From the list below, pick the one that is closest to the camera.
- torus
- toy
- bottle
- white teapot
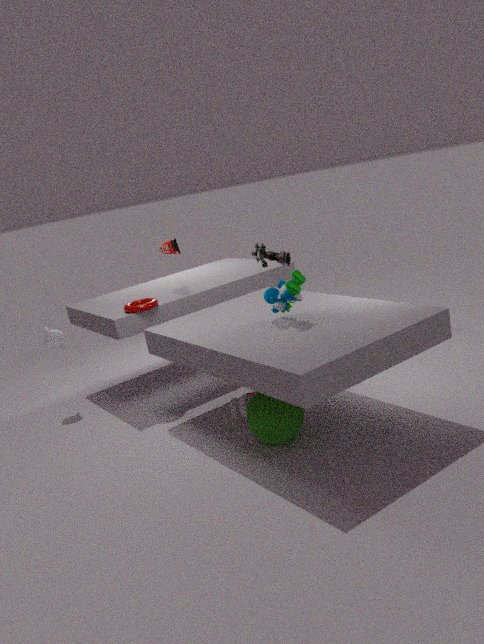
toy
